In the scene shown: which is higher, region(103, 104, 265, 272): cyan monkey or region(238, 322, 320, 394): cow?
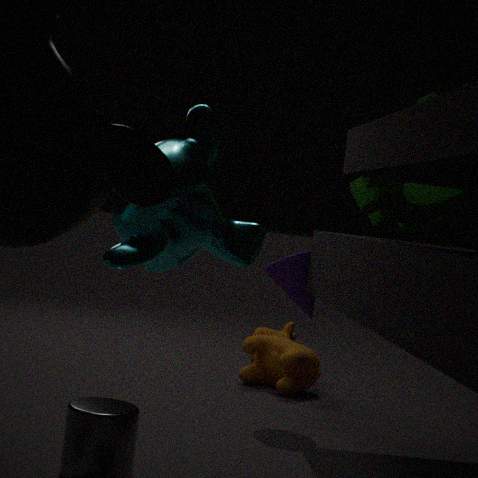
region(103, 104, 265, 272): cyan monkey
